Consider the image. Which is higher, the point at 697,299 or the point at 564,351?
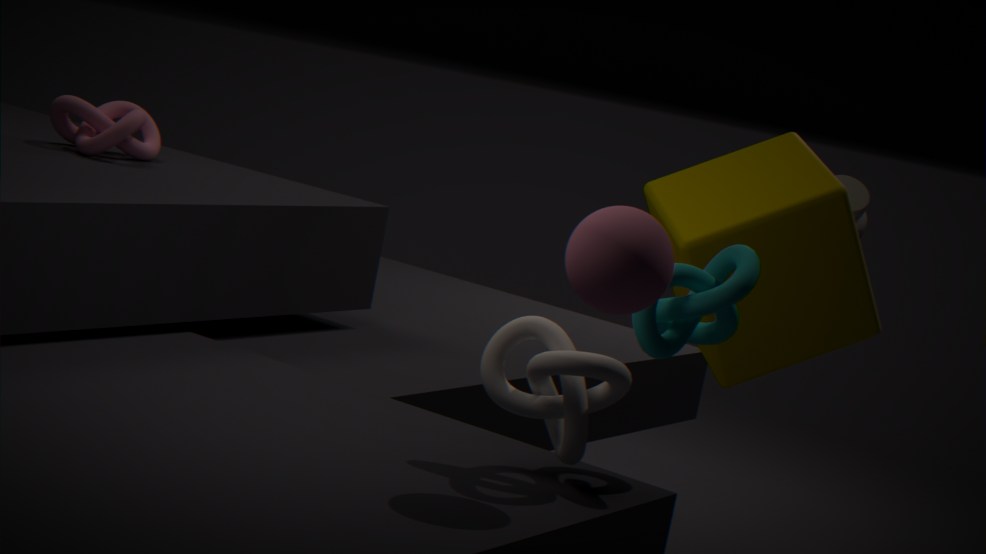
the point at 697,299
